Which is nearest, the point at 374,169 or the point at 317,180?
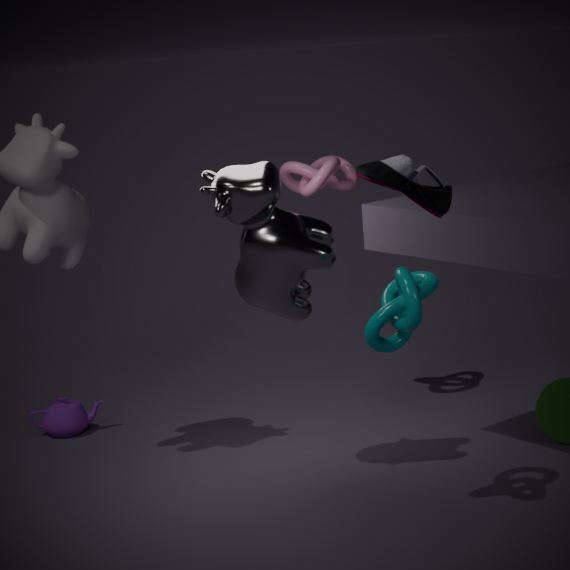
the point at 374,169
